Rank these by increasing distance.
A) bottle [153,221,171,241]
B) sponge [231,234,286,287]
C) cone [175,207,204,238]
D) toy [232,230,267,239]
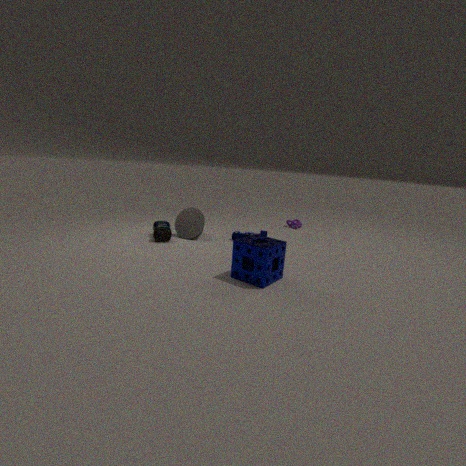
sponge [231,234,286,287]
bottle [153,221,171,241]
cone [175,207,204,238]
toy [232,230,267,239]
